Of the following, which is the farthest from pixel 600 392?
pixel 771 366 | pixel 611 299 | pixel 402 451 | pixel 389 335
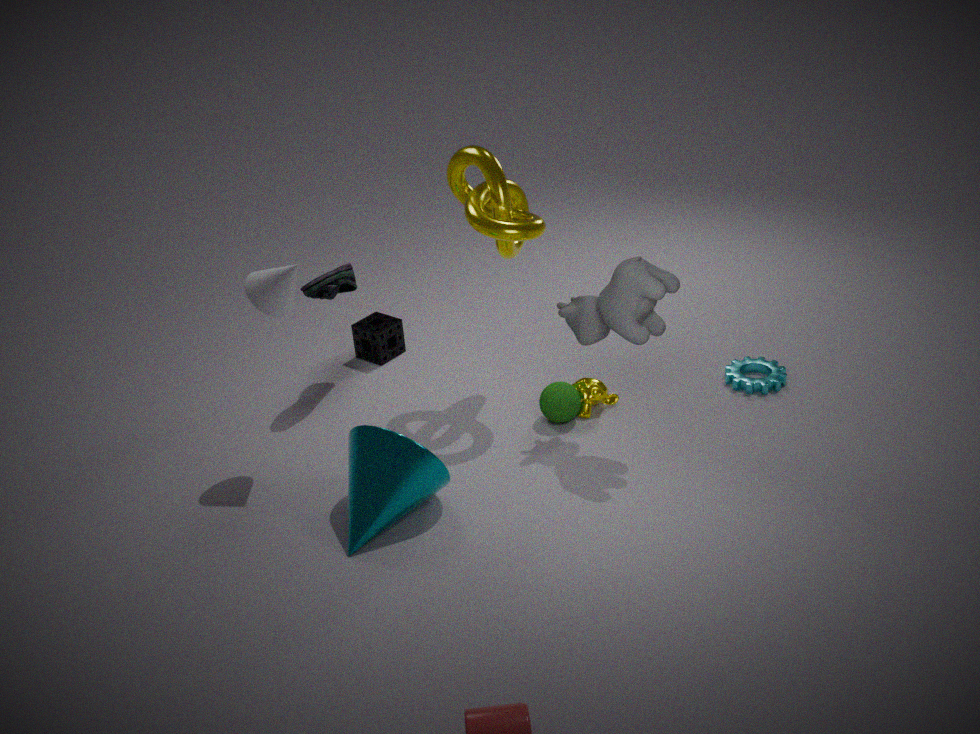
pixel 389 335
